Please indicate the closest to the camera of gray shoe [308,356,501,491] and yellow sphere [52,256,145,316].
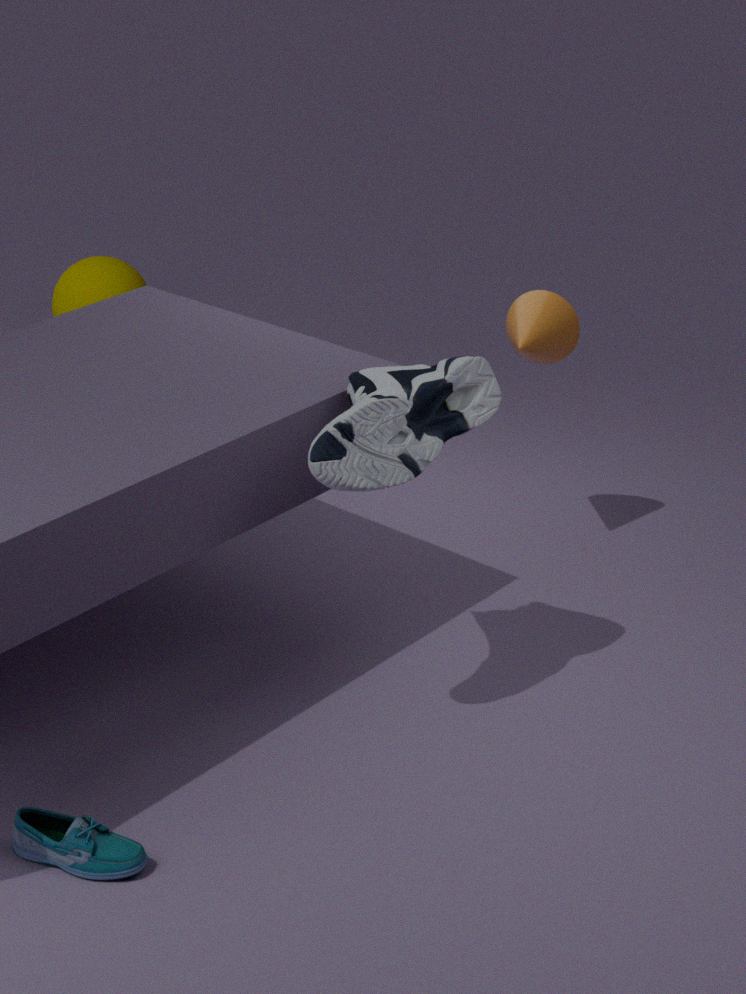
gray shoe [308,356,501,491]
